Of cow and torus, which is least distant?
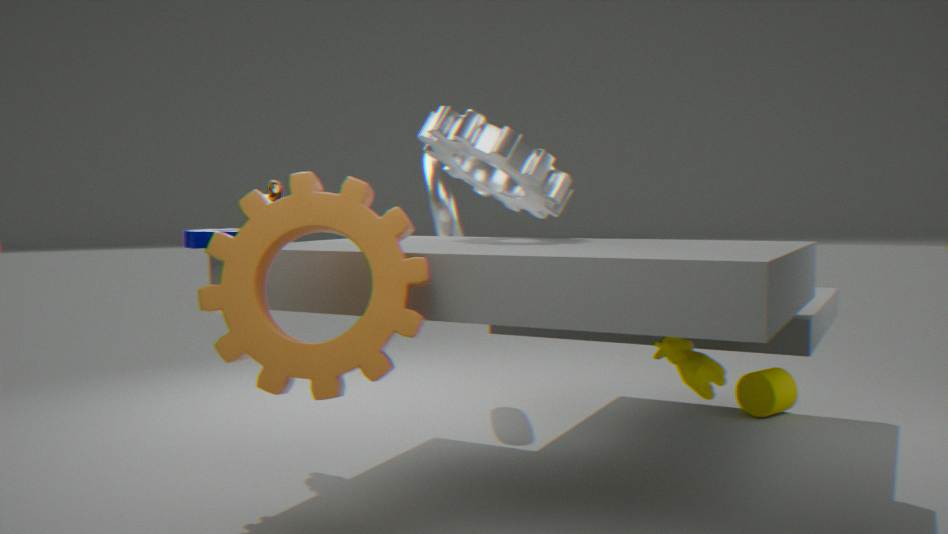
cow
